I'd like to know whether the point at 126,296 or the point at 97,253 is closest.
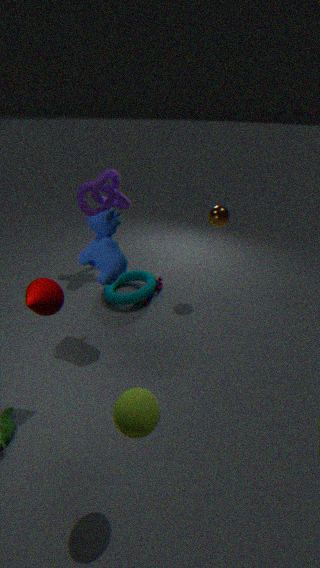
the point at 97,253
